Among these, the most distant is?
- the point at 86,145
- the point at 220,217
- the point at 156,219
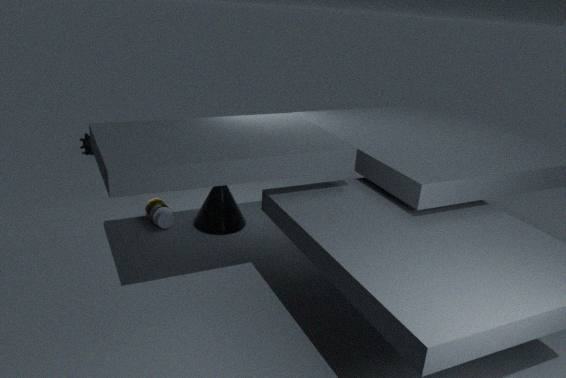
the point at 86,145
